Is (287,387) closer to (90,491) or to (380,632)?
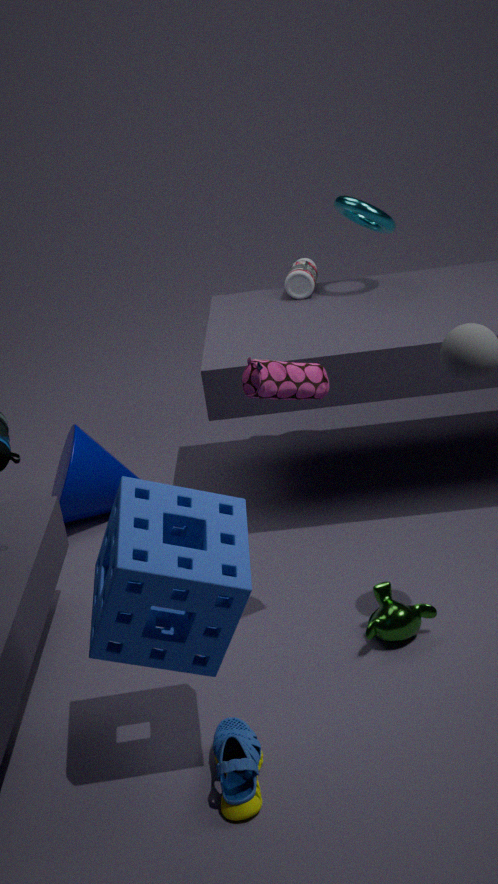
(380,632)
